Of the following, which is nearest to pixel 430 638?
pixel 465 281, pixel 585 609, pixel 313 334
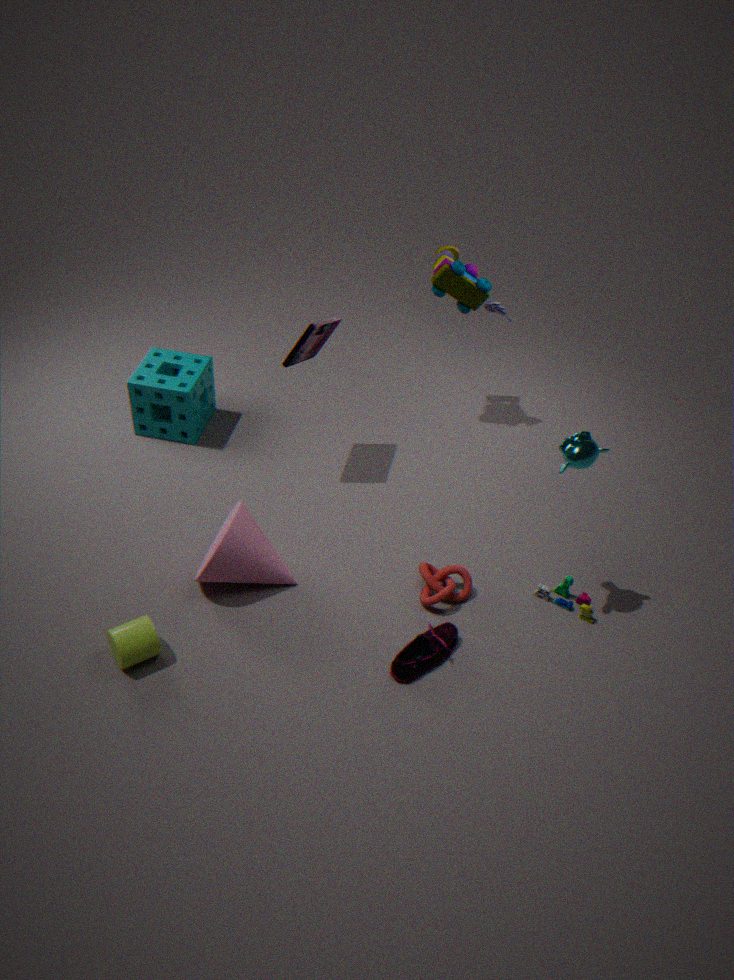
pixel 585 609
